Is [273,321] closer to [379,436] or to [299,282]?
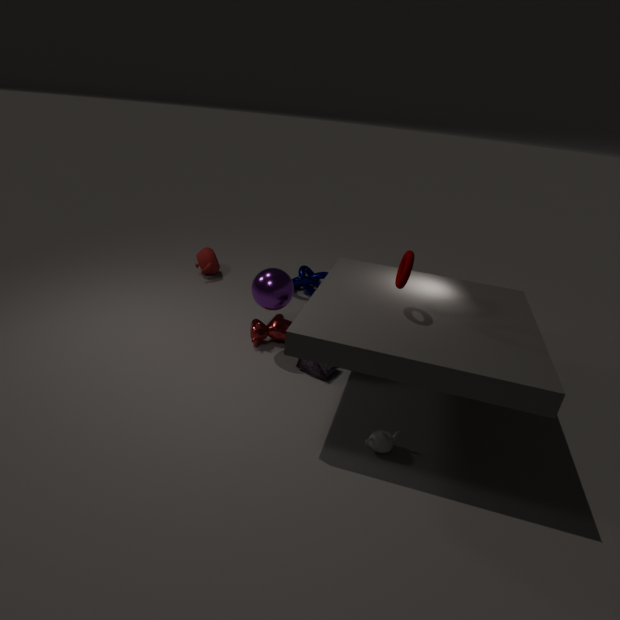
[299,282]
